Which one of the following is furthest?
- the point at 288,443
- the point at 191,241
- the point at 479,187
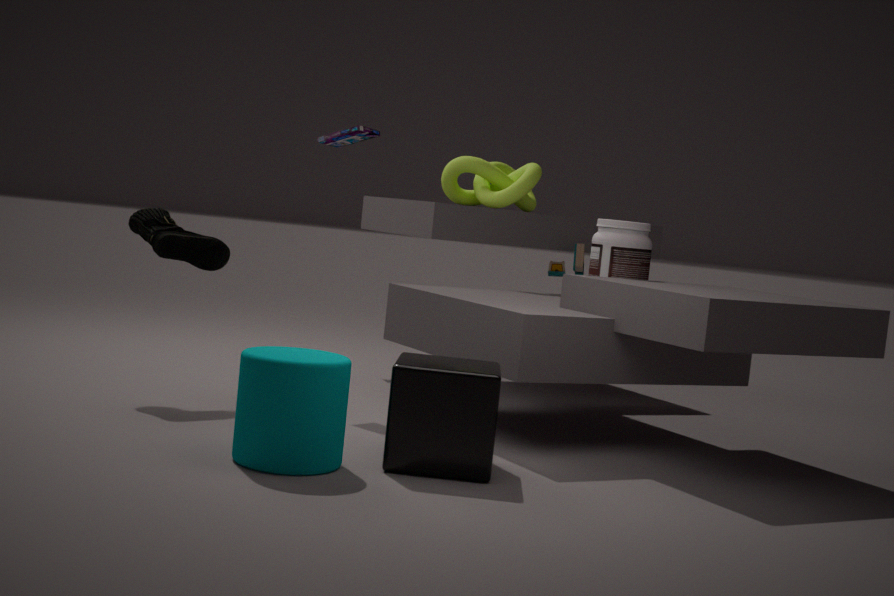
the point at 479,187
